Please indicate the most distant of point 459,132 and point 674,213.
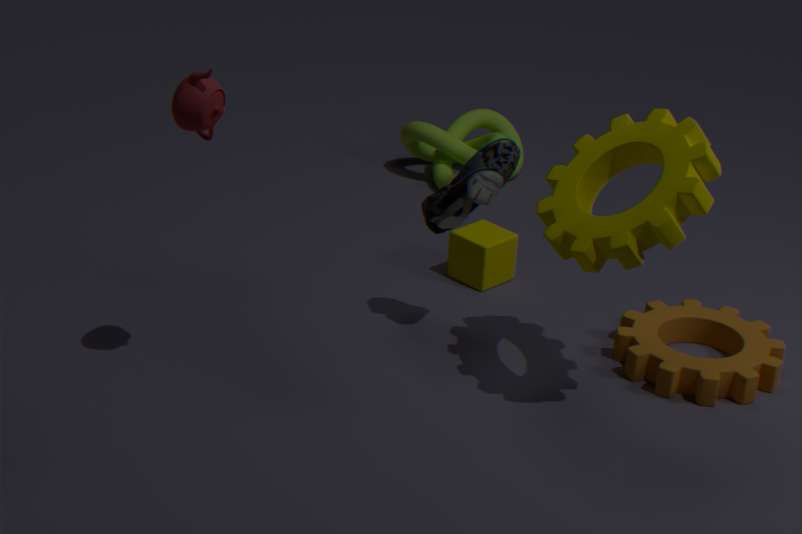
point 459,132
